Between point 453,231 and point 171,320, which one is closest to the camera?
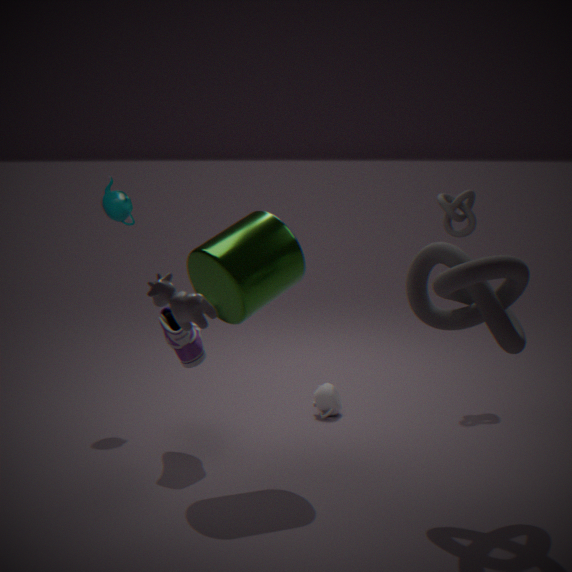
point 171,320
